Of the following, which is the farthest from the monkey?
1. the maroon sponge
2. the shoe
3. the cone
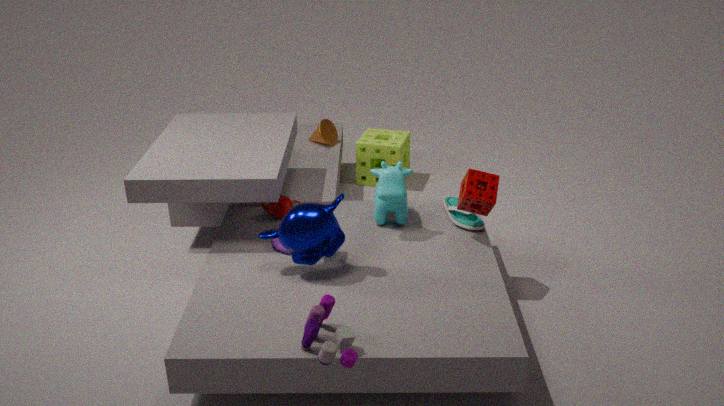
the cone
